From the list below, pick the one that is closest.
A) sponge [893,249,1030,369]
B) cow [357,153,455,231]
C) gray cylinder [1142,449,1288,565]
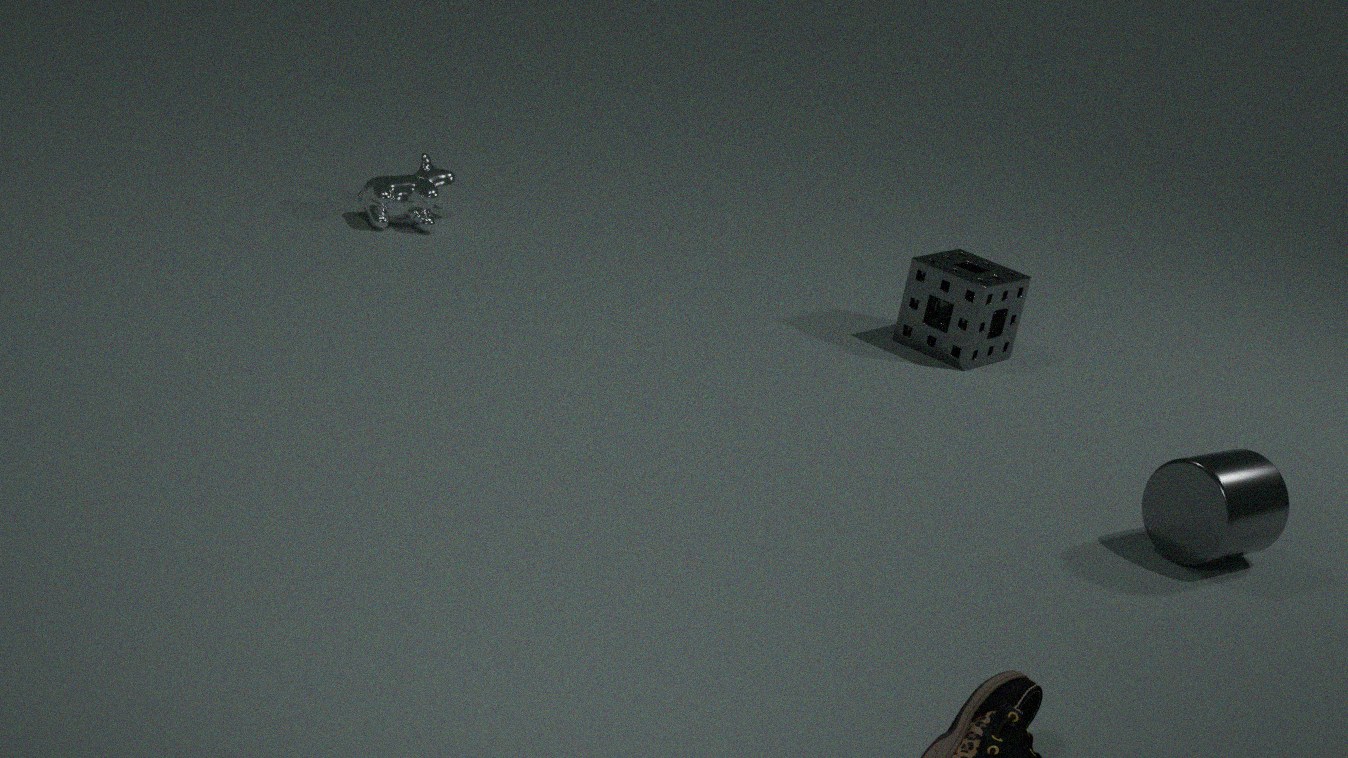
gray cylinder [1142,449,1288,565]
